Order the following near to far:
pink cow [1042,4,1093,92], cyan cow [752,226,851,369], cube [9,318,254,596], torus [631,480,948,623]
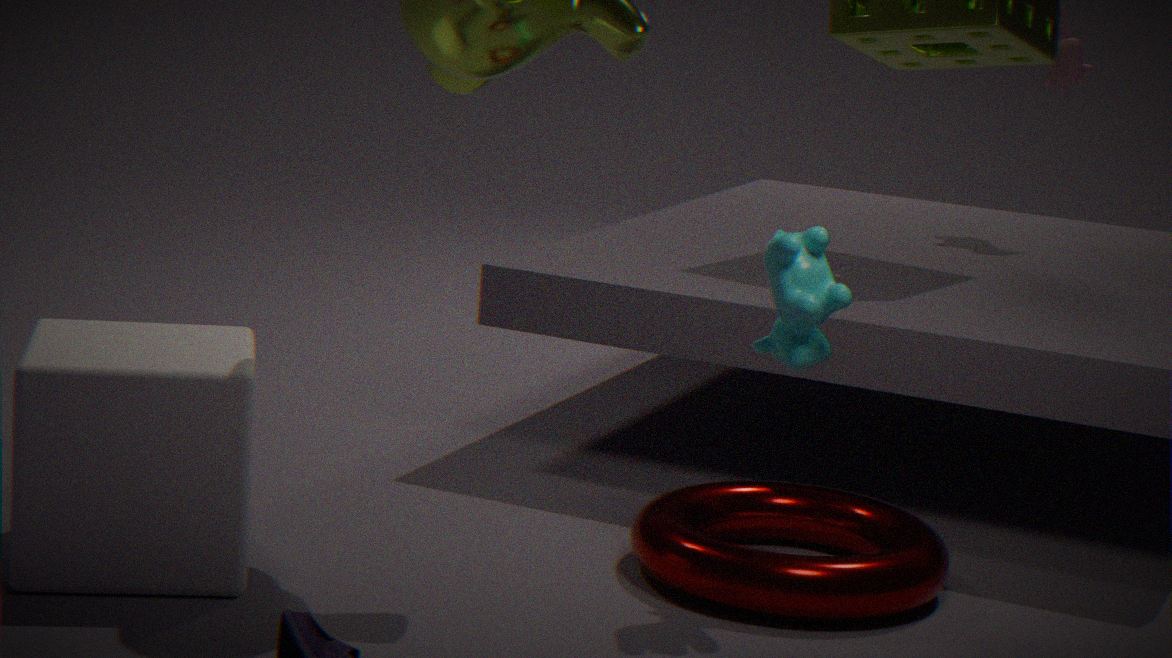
cube [9,318,254,596]
cyan cow [752,226,851,369]
torus [631,480,948,623]
pink cow [1042,4,1093,92]
